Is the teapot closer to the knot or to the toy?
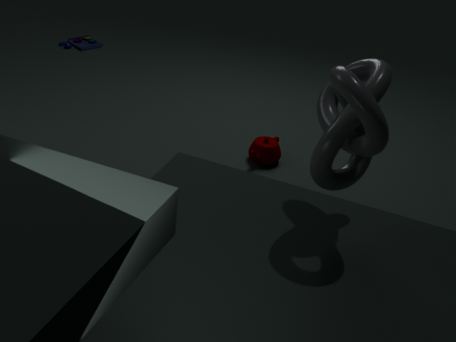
the knot
